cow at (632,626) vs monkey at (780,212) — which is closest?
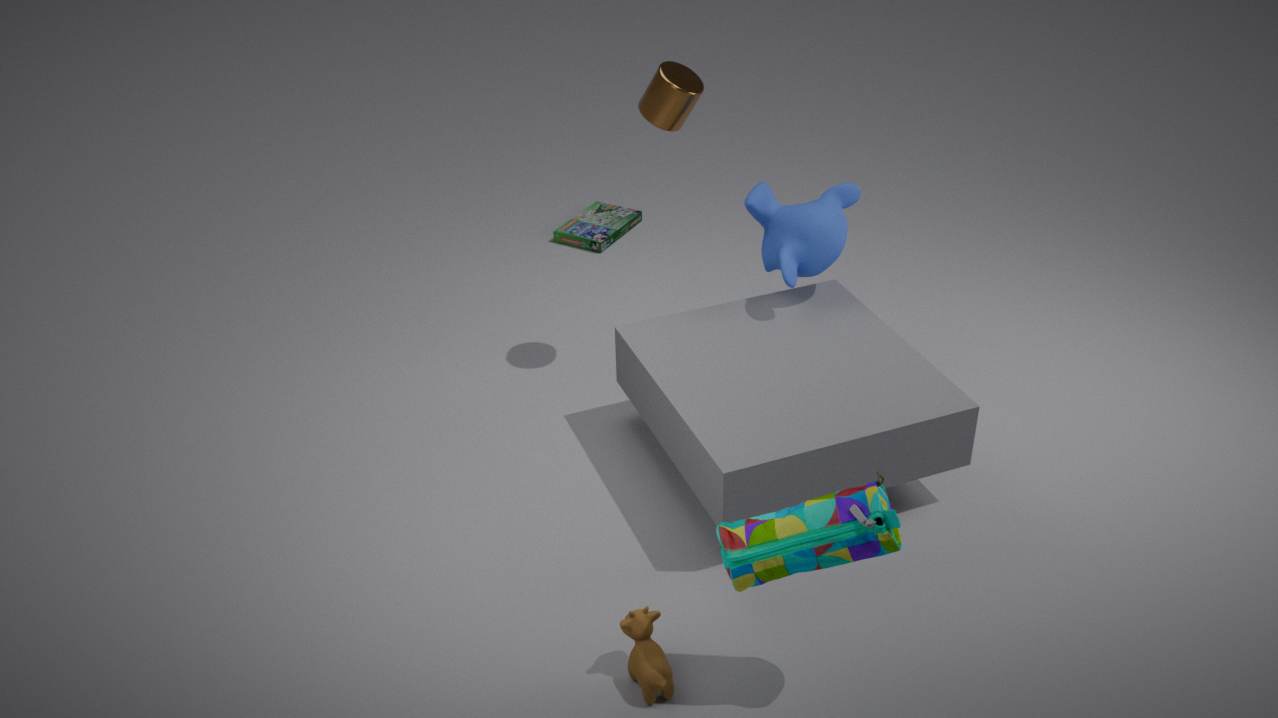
cow at (632,626)
